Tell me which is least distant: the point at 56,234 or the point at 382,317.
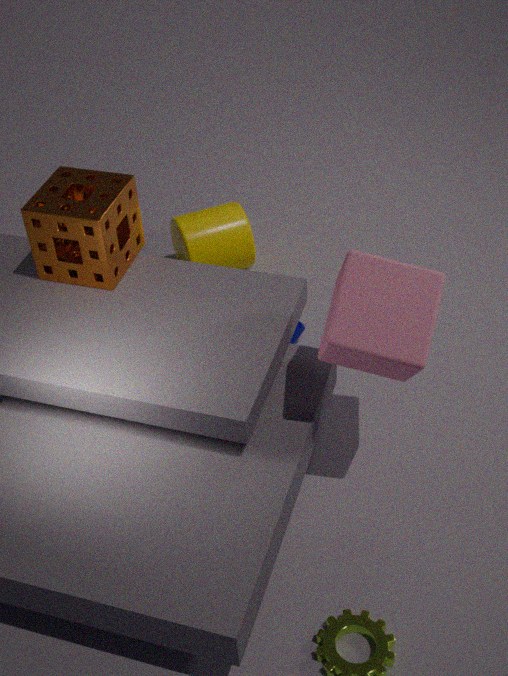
the point at 382,317
